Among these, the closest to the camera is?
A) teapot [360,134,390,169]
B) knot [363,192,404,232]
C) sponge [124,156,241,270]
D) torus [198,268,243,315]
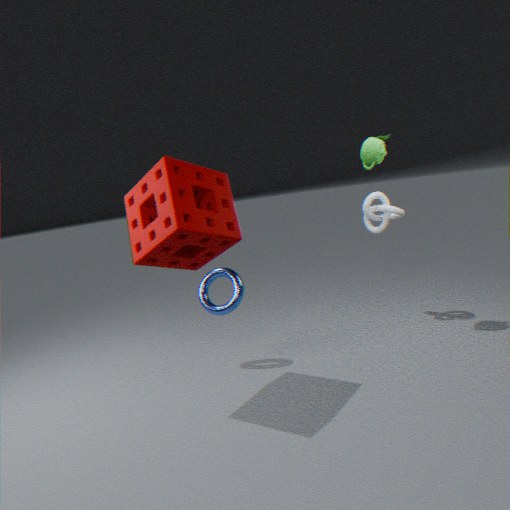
sponge [124,156,241,270]
